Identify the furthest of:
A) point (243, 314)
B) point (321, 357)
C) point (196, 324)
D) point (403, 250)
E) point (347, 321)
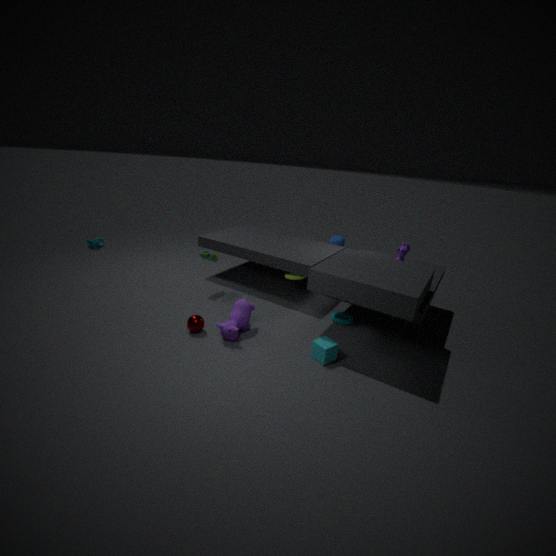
point (403, 250)
